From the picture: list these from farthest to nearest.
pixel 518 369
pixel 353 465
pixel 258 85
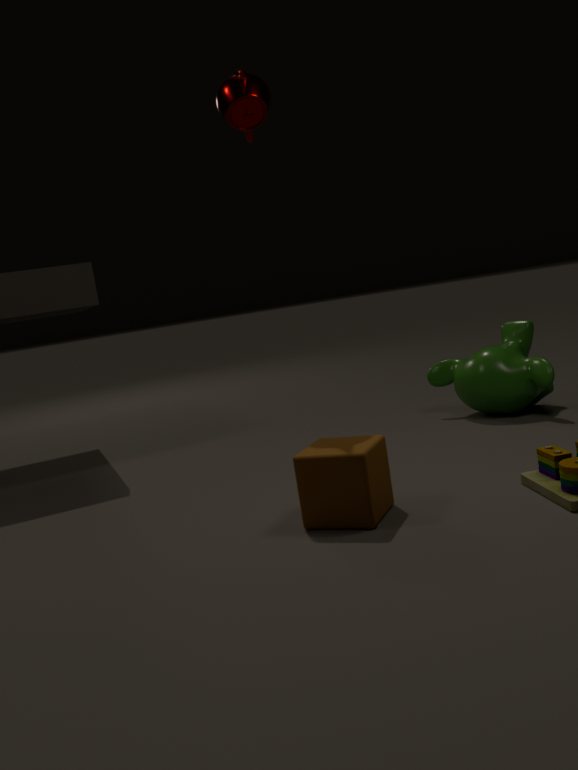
pixel 518 369
pixel 258 85
pixel 353 465
